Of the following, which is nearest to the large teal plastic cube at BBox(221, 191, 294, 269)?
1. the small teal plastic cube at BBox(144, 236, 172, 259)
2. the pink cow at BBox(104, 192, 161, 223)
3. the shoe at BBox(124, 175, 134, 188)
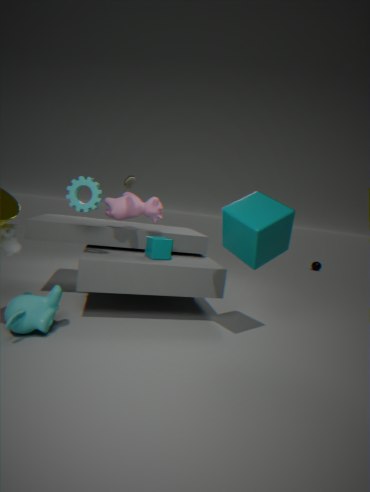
the small teal plastic cube at BBox(144, 236, 172, 259)
